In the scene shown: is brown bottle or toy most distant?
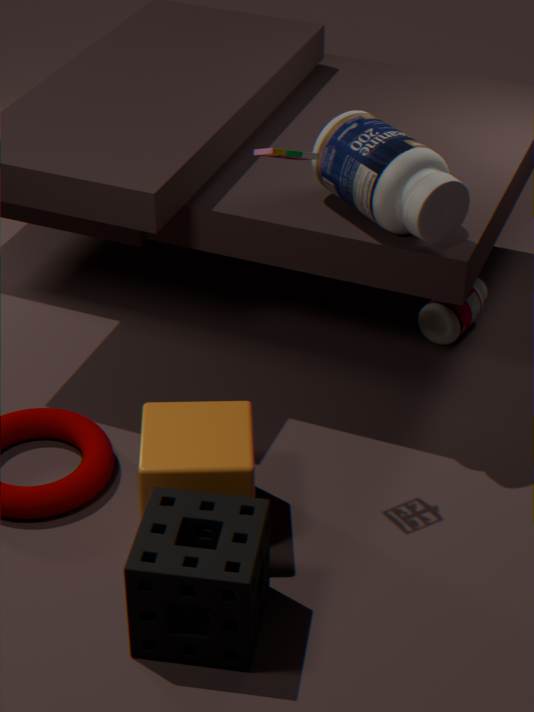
brown bottle
